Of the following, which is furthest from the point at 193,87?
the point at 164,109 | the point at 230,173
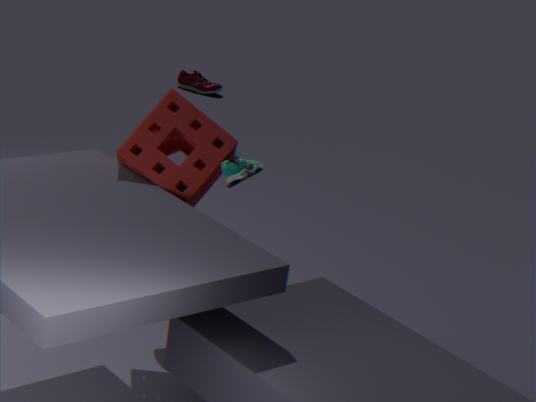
the point at 230,173
